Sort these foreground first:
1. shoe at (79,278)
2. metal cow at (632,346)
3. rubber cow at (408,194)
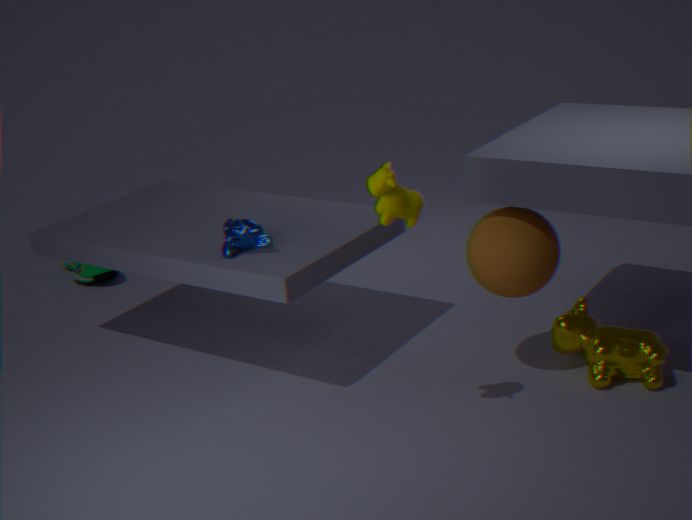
1. rubber cow at (408,194)
2. metal cow at (632,346)
3. shoe at (79,278)
